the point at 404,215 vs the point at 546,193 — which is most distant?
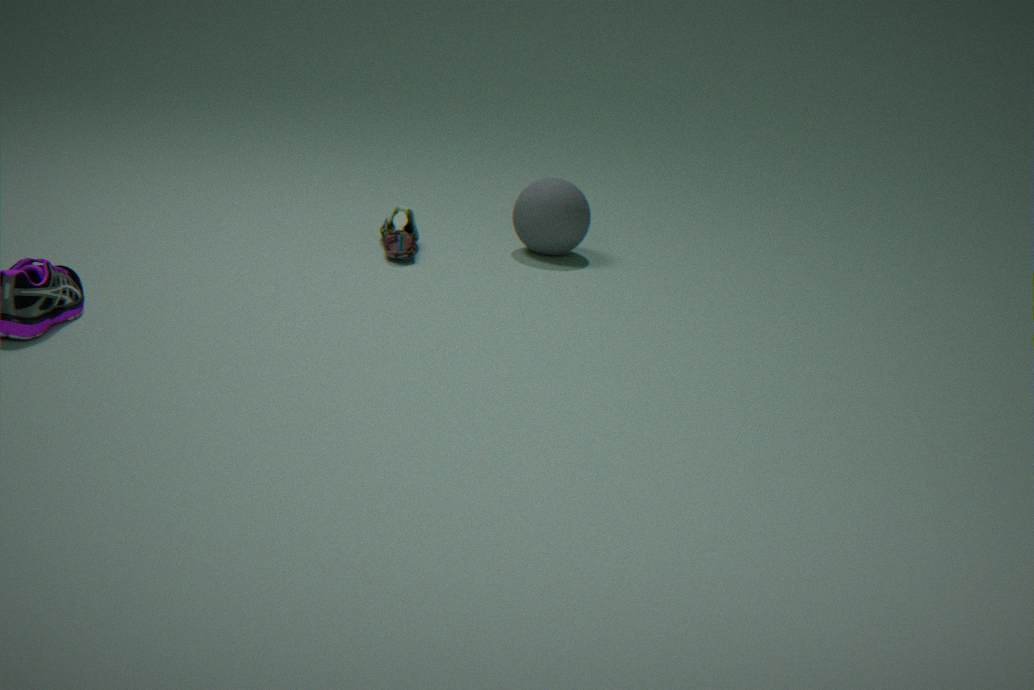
the point at 546,193
